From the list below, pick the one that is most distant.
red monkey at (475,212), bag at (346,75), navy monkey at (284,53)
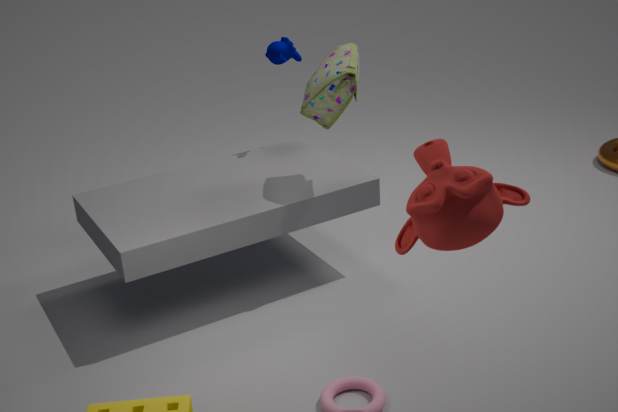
navy monkey at (284,53)
